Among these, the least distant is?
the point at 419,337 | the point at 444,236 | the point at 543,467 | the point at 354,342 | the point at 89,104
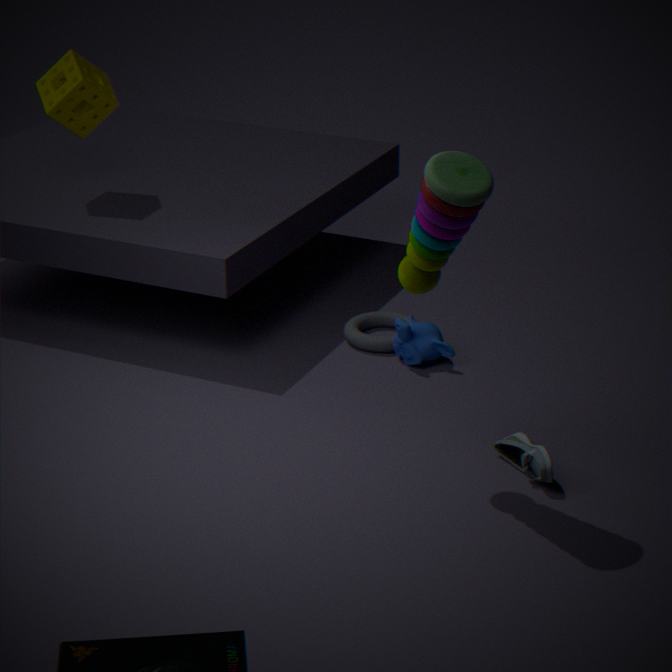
the point at 444,236
